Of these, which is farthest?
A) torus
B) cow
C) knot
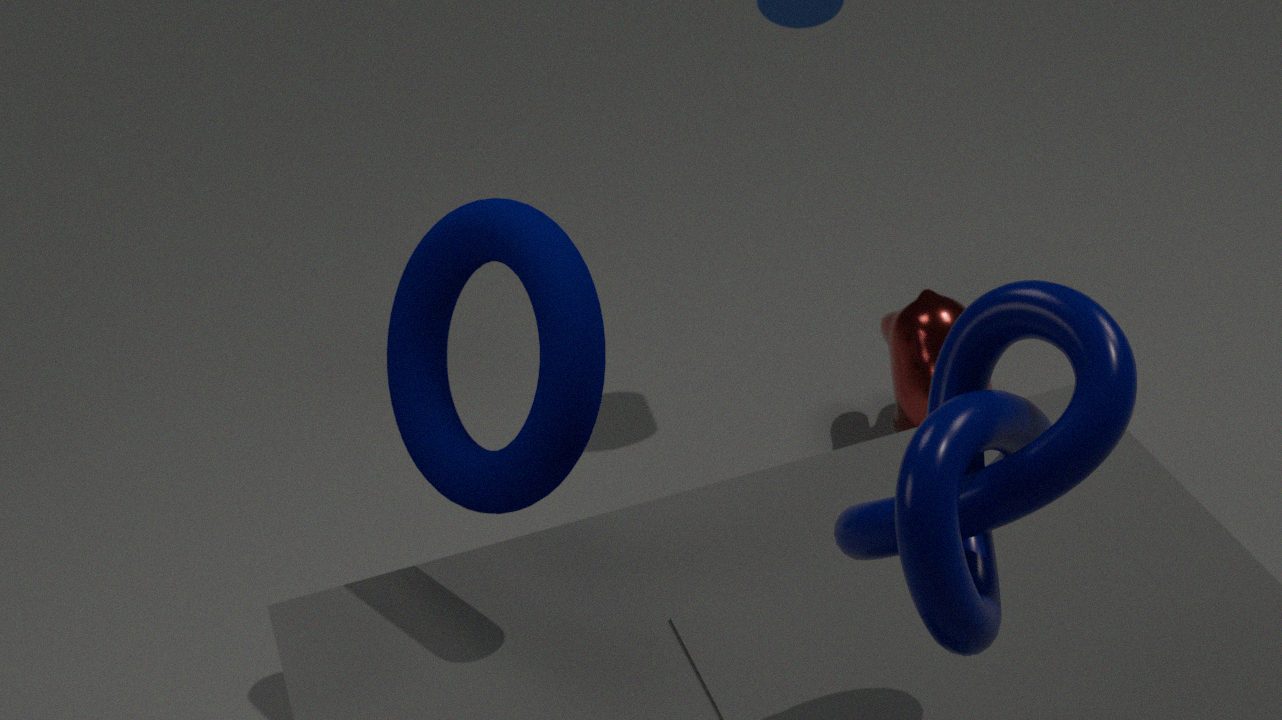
B. cow
